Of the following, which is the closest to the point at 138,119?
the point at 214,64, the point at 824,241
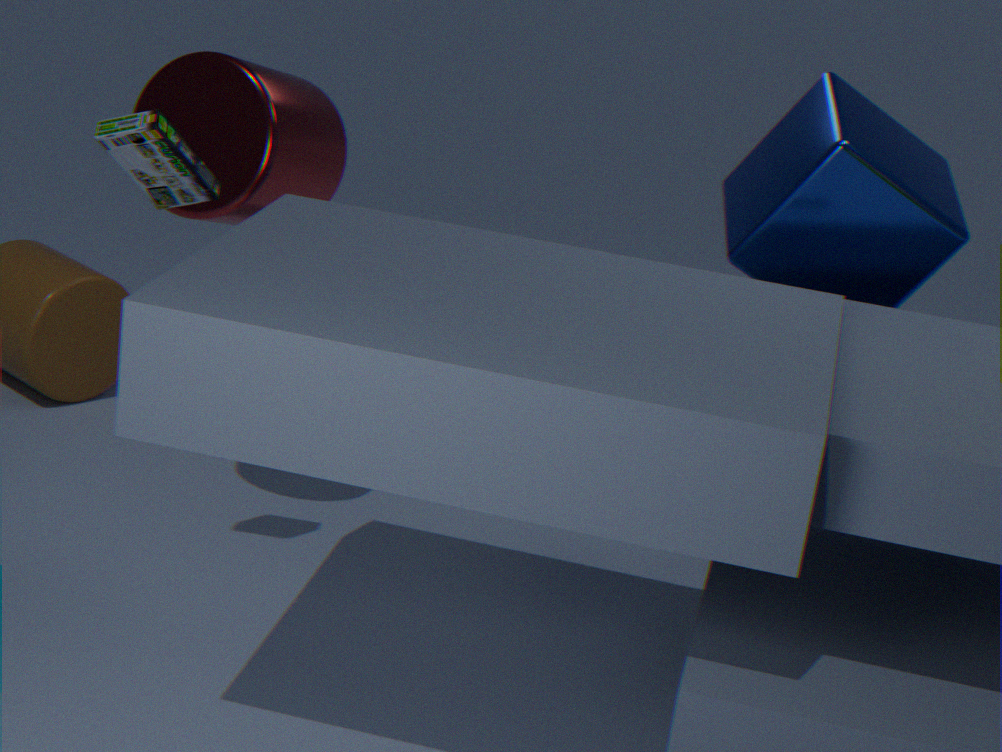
the point at 214,64
